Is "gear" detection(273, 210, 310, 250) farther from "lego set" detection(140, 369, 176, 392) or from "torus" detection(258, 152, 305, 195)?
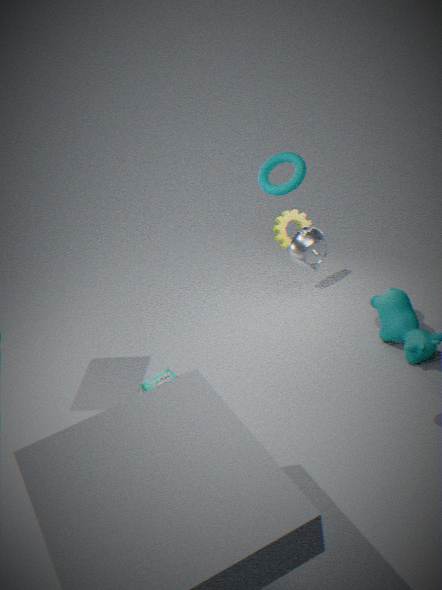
"lego set" detection(140, 369, 176, 392)
